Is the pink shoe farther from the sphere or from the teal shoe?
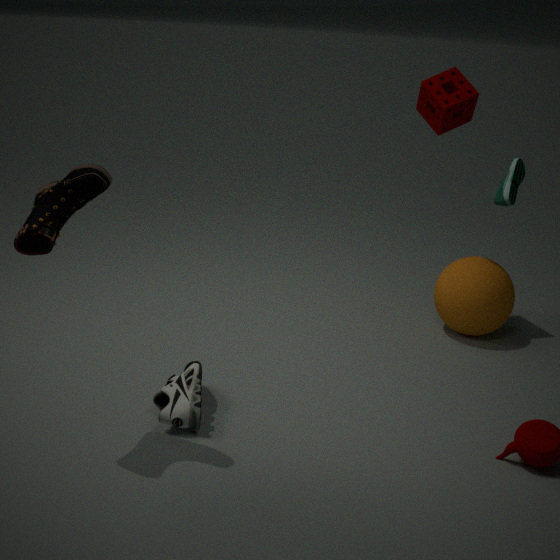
the sphere
